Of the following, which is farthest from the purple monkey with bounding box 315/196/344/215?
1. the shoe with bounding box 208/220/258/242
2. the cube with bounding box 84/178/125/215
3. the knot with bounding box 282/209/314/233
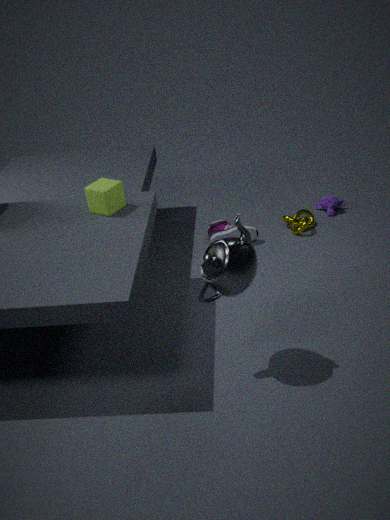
the cube with bounding box 84/178/125/215
